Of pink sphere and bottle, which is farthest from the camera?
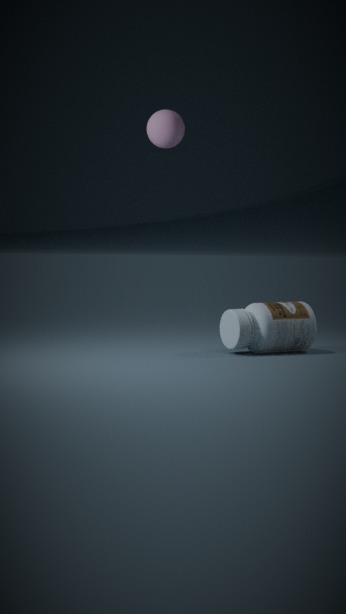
pink sphere
